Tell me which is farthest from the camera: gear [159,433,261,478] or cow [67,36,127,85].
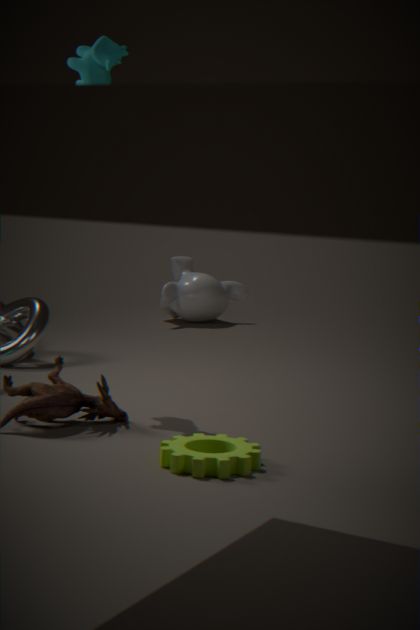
cow [67,36,127,85]
